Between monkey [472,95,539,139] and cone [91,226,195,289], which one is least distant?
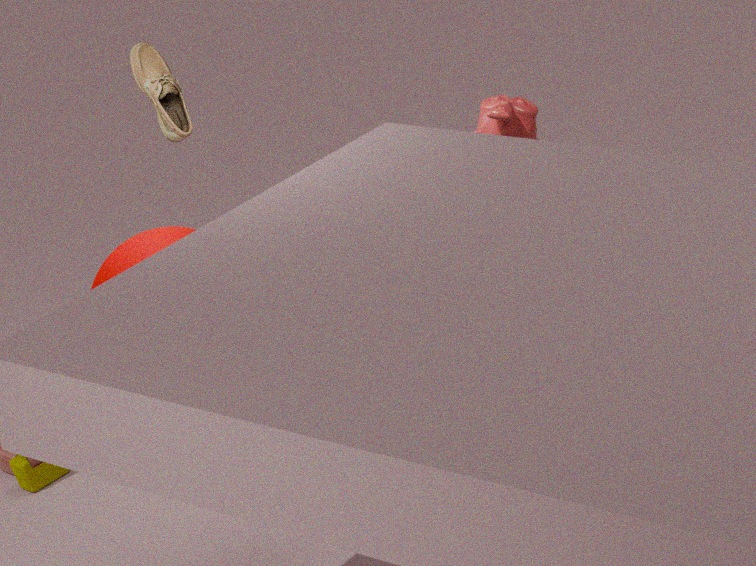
cone [91,226,195,289]
